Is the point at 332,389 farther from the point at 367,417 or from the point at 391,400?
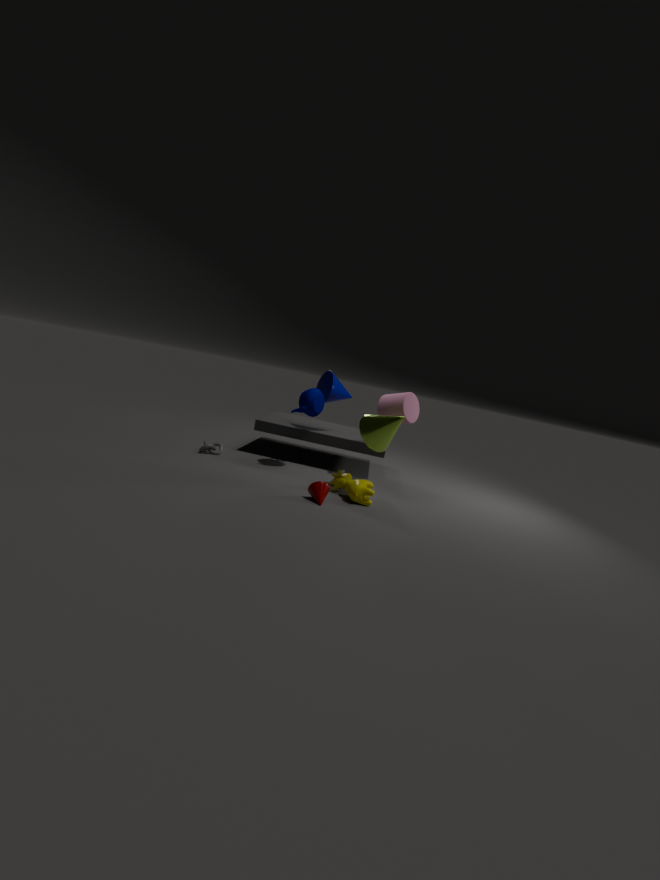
the point at 367,417
